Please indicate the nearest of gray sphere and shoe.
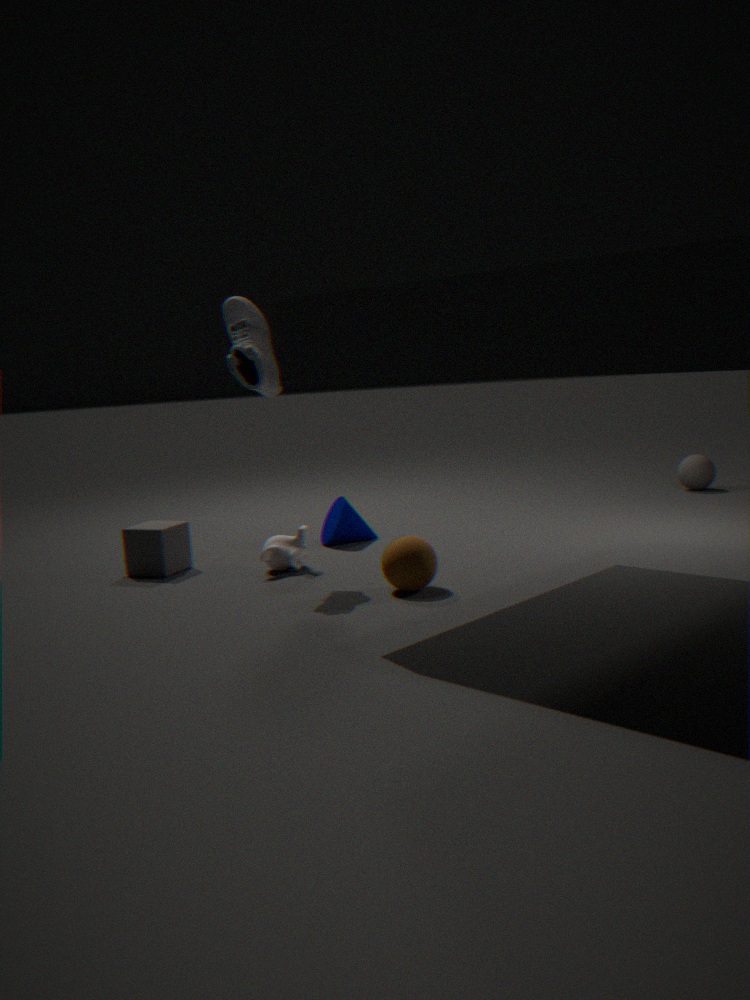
shoe
